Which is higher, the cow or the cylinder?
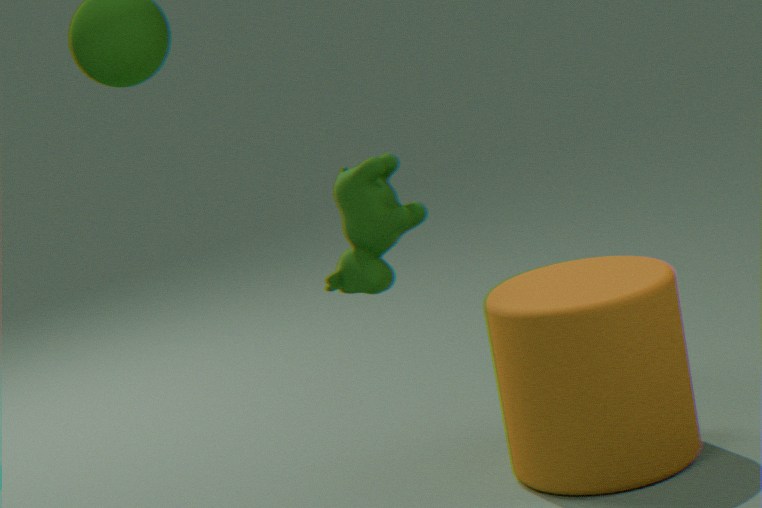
the cow
